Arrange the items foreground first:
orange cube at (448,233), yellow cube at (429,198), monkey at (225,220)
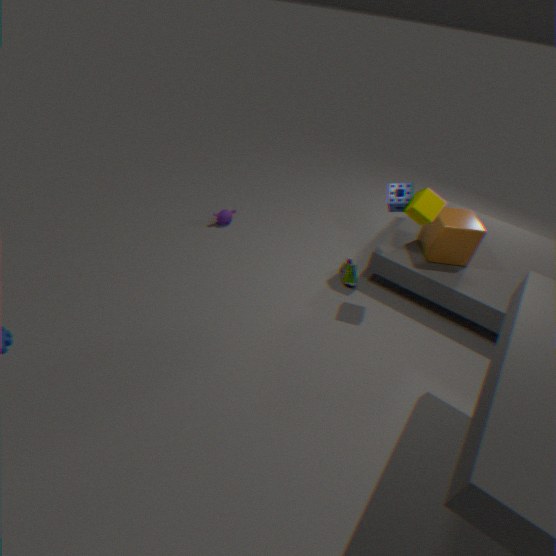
yellow cube at (429,198), orange cube at (448,233), monkey at (225,220)
